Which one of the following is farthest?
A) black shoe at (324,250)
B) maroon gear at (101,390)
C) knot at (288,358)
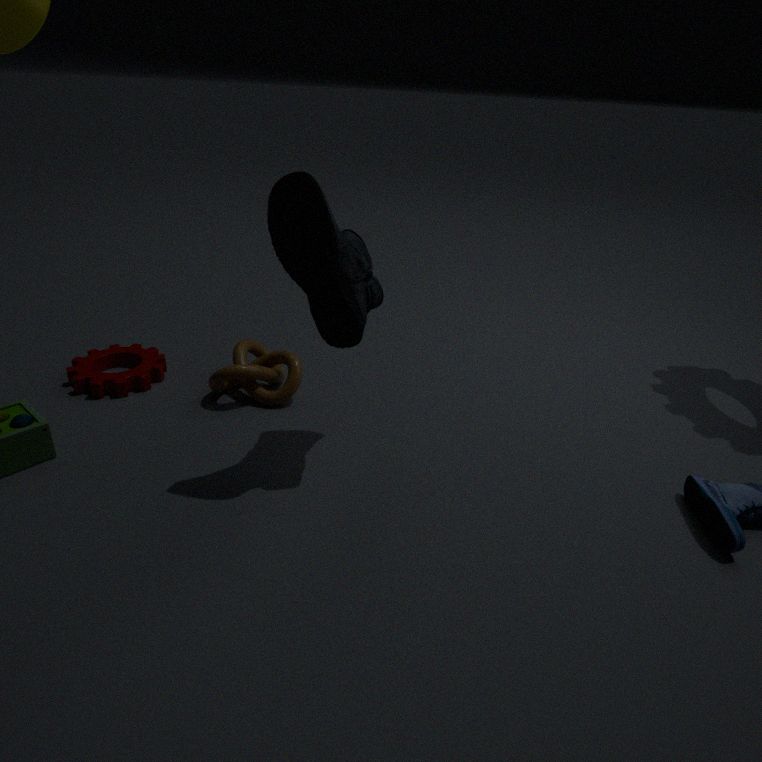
maroon gear at (101,390)
